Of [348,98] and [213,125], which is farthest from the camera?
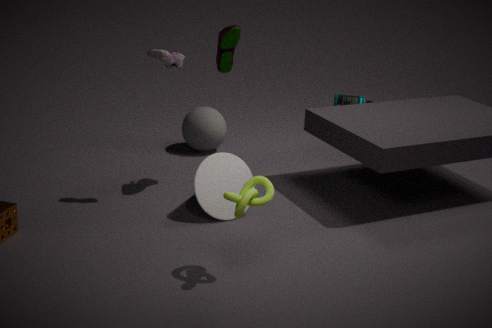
[348,98]
